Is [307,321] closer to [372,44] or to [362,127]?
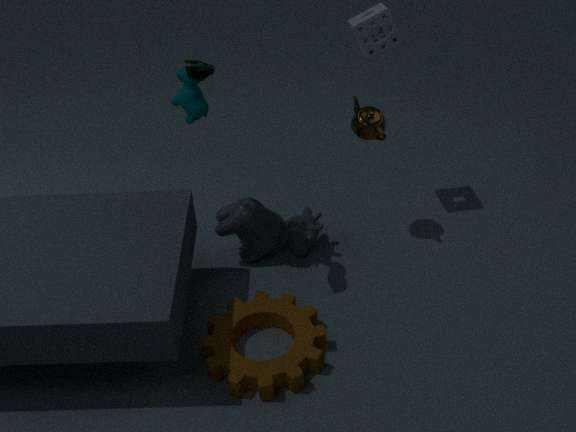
[362,127]
